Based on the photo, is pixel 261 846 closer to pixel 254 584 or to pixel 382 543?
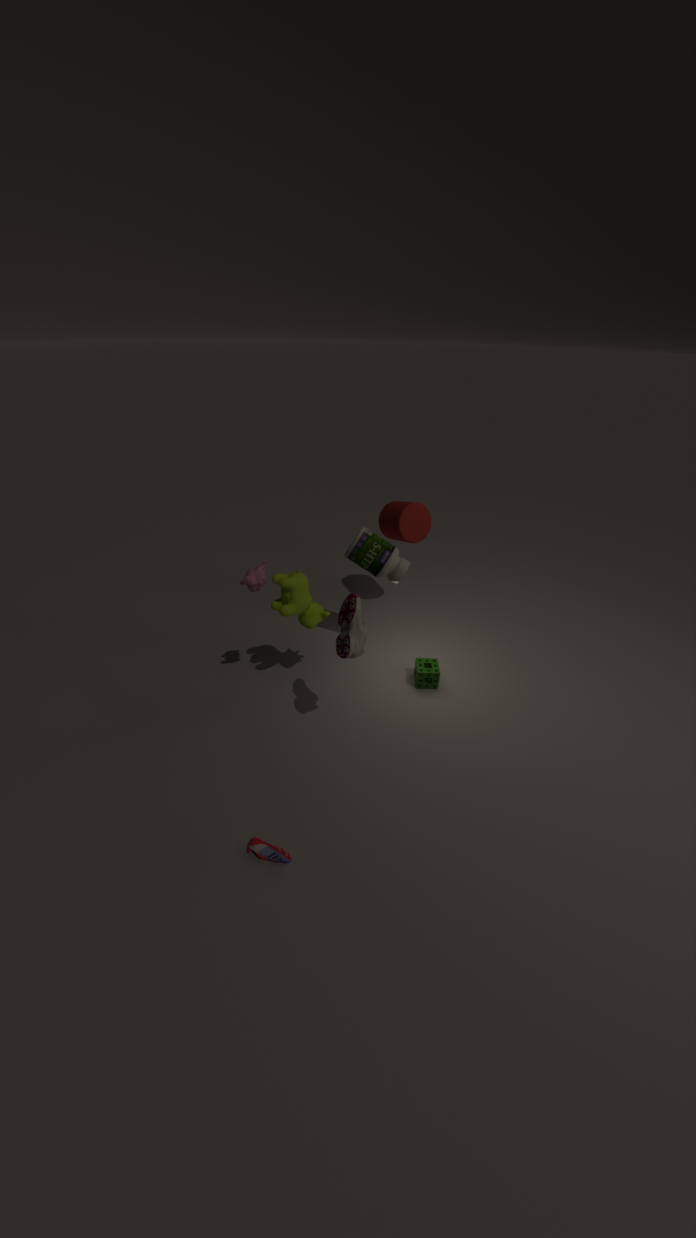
pixel 254 584
